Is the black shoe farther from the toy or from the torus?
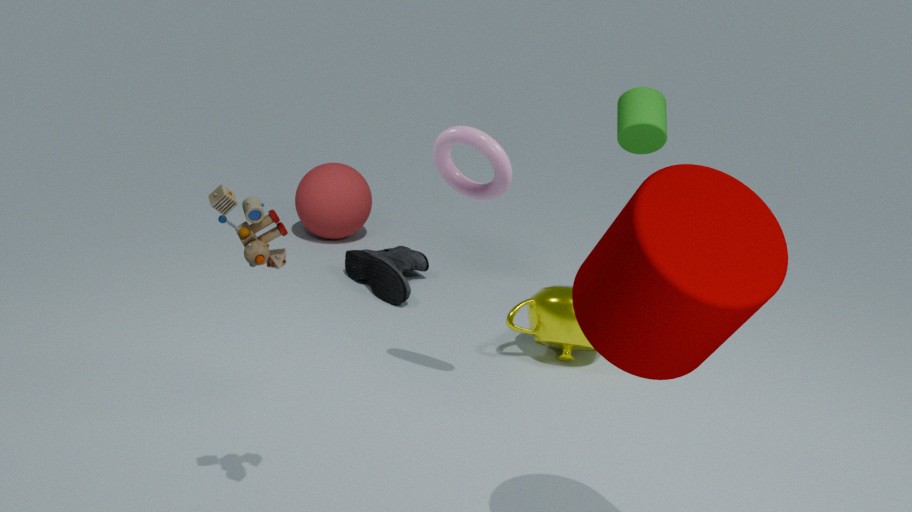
the toy
